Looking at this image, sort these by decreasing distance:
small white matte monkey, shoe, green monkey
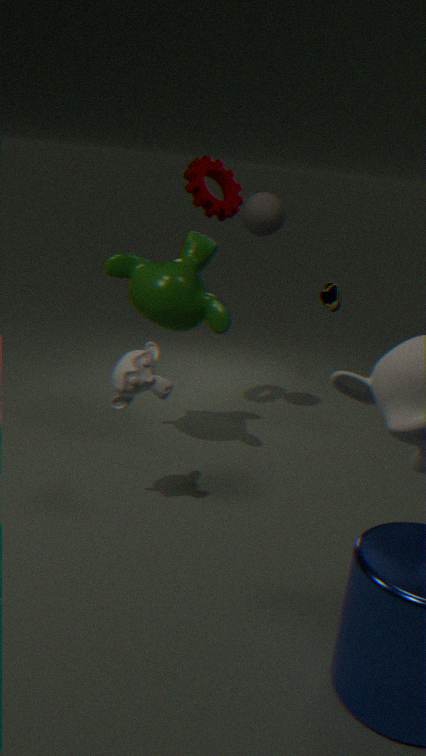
1. shoe
2. green monkey
3. small white matte monkey
